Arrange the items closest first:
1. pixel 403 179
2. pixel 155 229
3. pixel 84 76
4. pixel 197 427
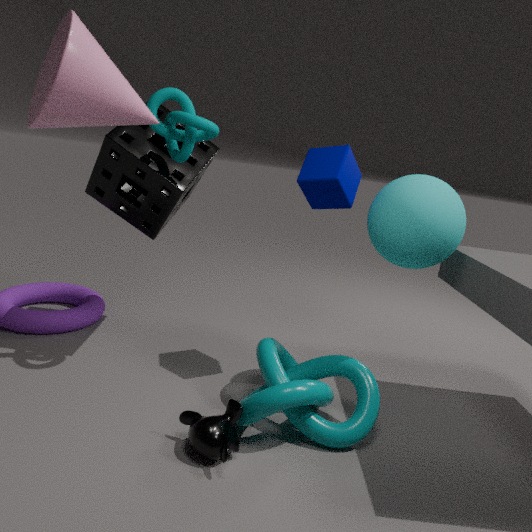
pixel 84 76
pixel 197 427
pixel 403 179
pixel 155 229
